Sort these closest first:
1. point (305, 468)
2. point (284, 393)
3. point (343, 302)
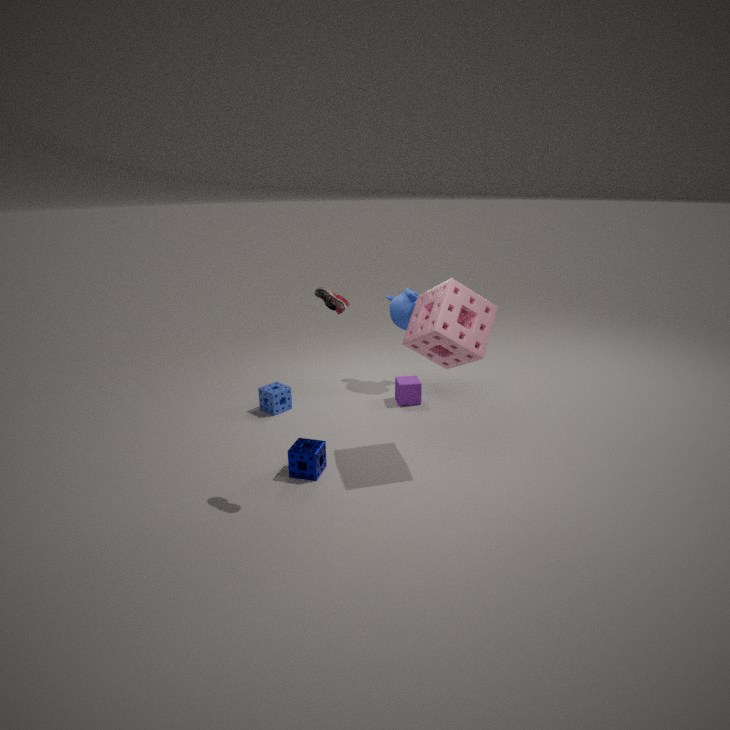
point (343, 302) < point (305, 468) < point (284, 393)
